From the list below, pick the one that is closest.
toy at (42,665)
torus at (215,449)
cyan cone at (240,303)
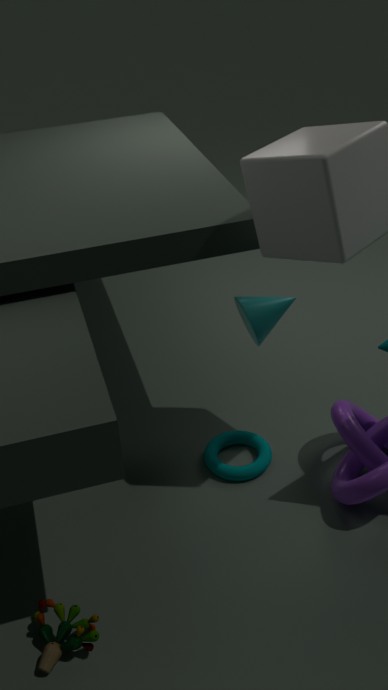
toy at (42,665)
